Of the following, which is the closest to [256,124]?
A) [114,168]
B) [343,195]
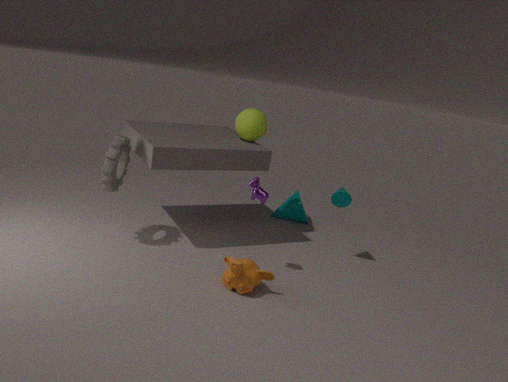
[343,195]
